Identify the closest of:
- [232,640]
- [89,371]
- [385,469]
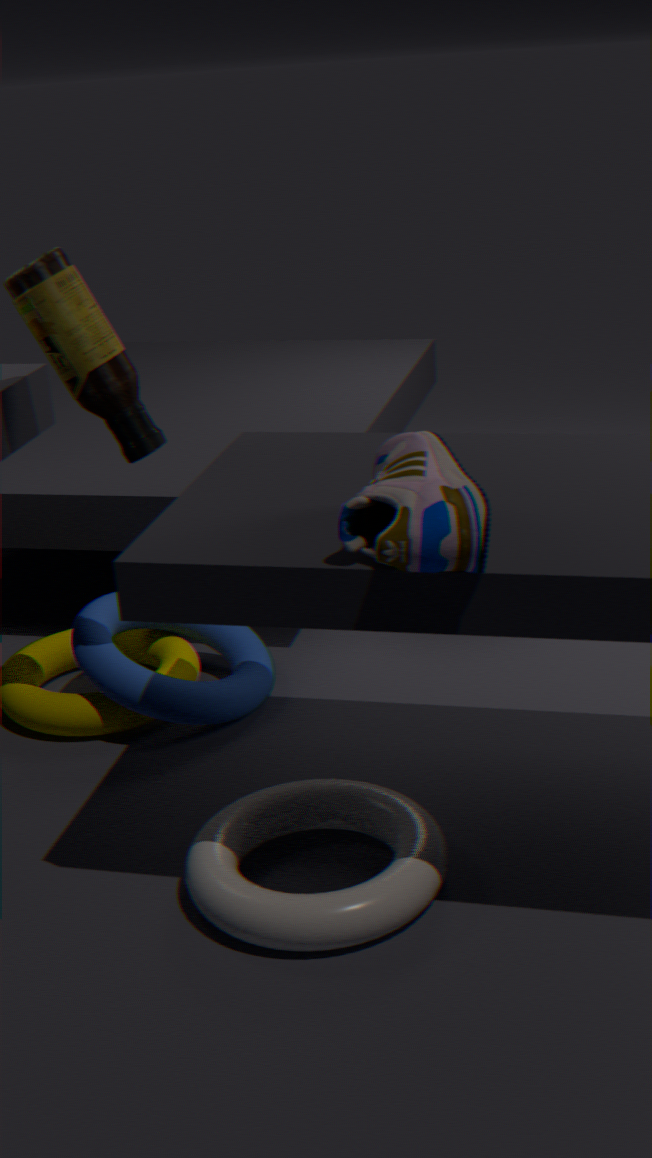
[385,469]
